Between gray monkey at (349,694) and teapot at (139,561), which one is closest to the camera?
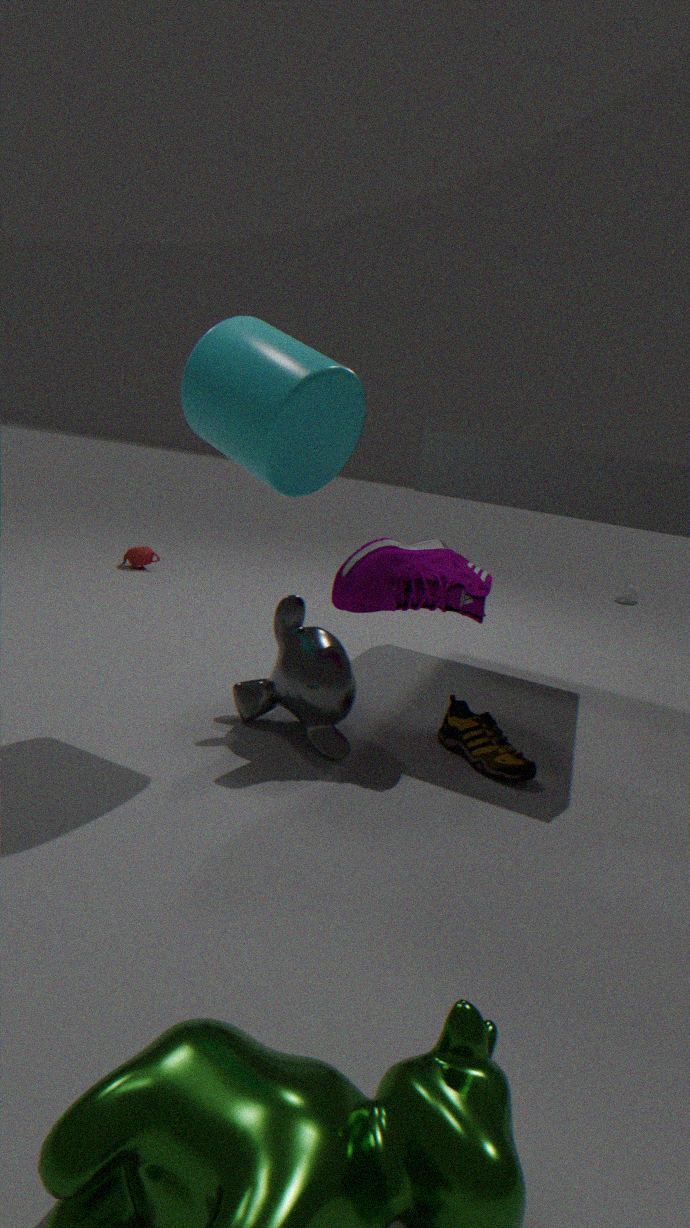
gray monkey at (349,694)
